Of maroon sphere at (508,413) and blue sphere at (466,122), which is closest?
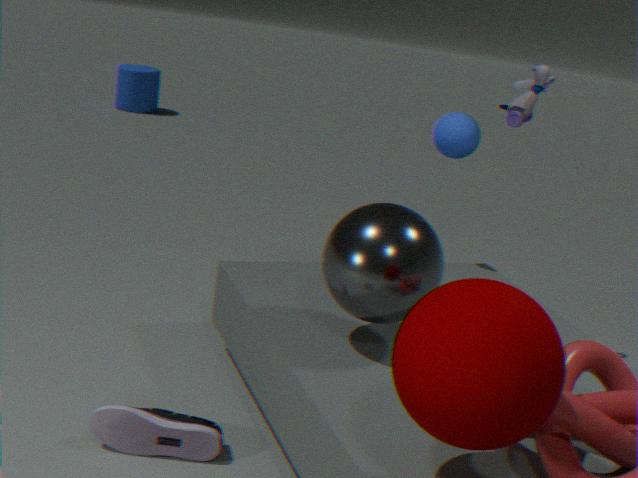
maroon sphere at (508,413)
